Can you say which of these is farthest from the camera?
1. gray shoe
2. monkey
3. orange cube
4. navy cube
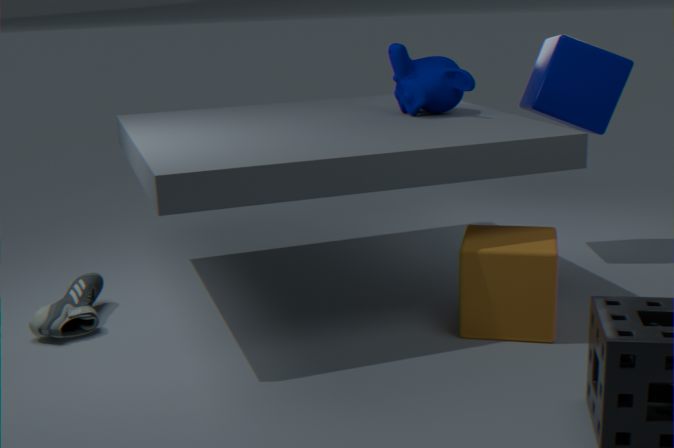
navy cube
